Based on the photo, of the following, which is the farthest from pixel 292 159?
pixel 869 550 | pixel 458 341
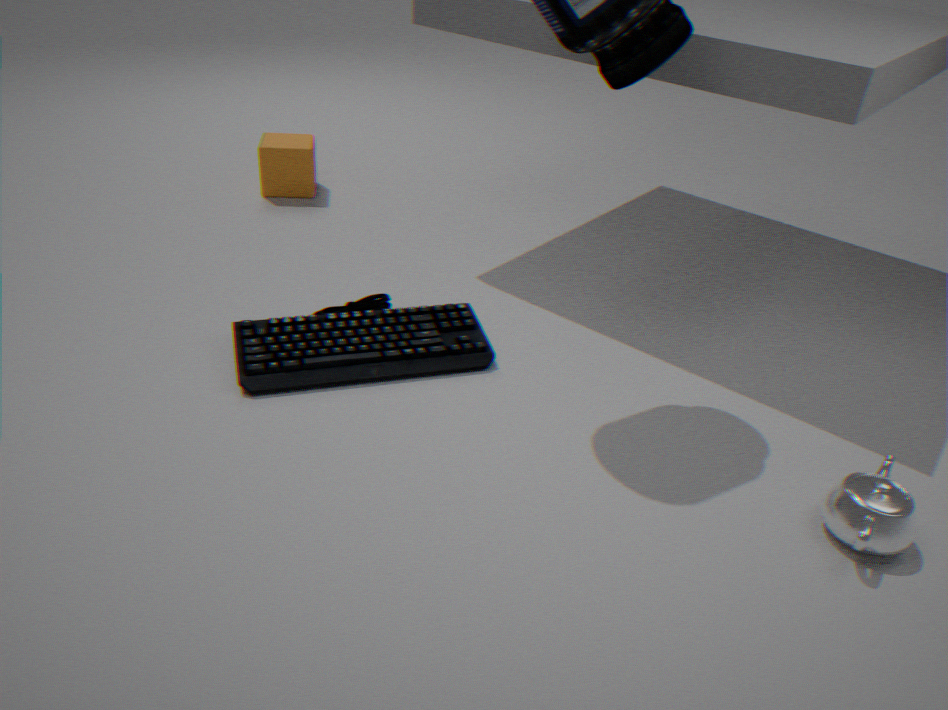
pixel 869 550
